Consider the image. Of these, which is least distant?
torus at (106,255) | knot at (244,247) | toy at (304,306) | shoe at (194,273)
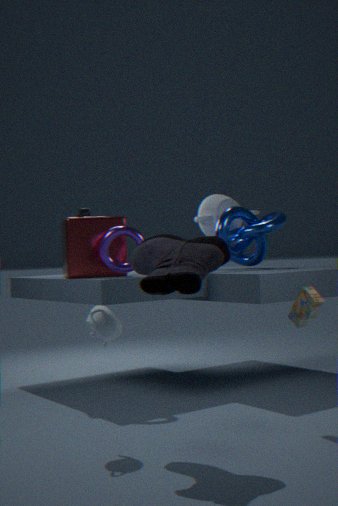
shoe at (194,273)
